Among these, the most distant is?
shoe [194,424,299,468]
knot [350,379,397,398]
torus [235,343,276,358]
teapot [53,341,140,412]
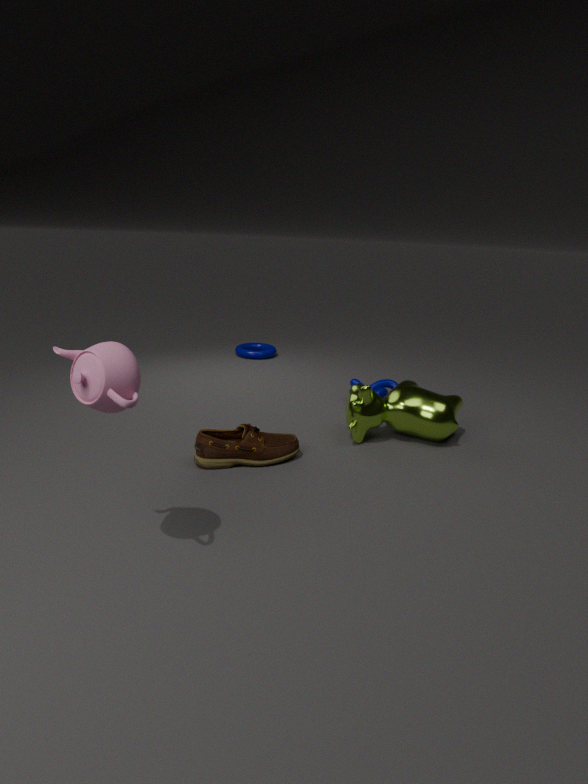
torus [235,343,276,358]
